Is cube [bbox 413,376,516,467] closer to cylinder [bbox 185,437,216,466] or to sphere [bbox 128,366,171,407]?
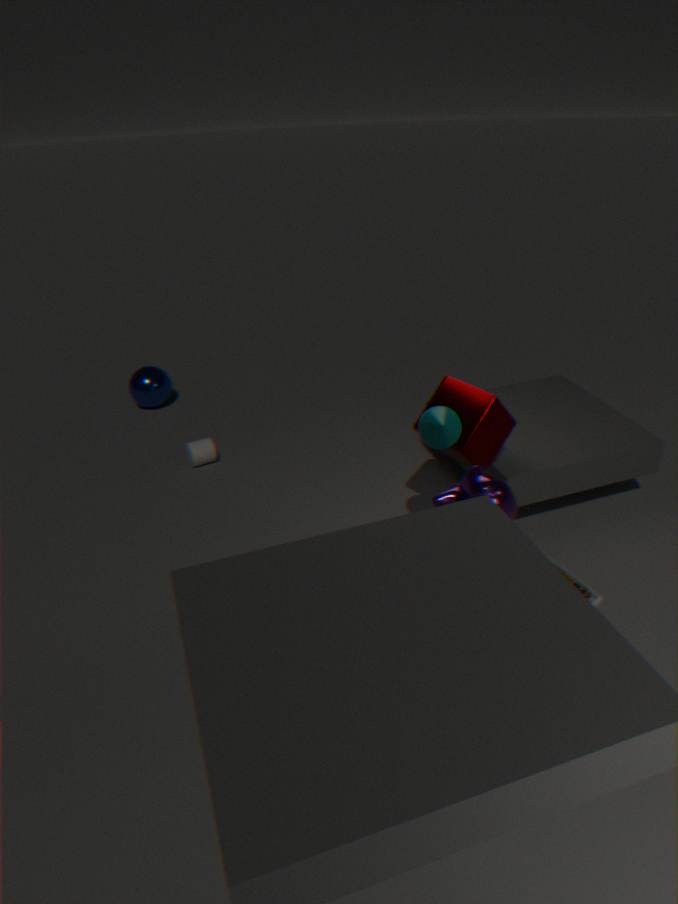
cylinder [bbox 185,437,216,466]
